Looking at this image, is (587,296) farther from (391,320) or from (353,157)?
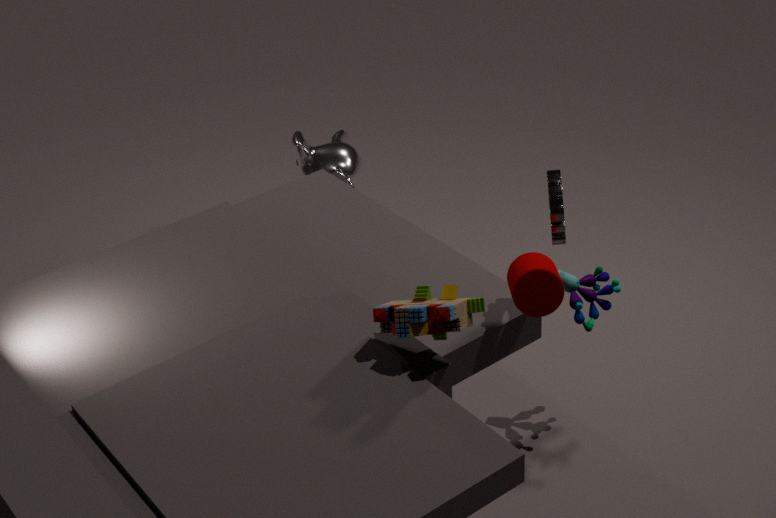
(353,157)
